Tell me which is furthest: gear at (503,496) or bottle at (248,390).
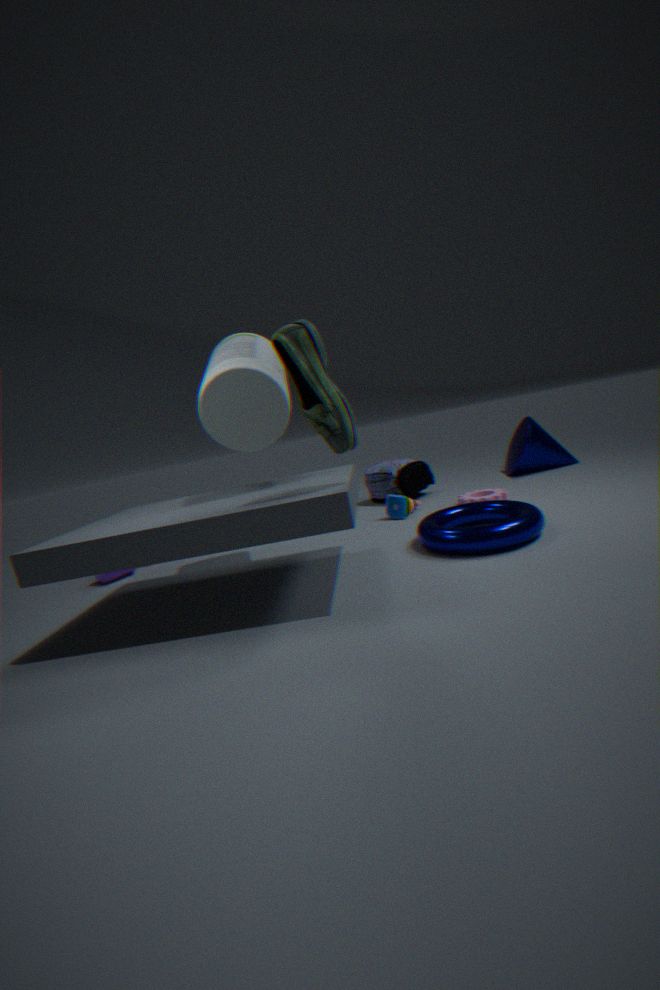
gear at (503,496)
